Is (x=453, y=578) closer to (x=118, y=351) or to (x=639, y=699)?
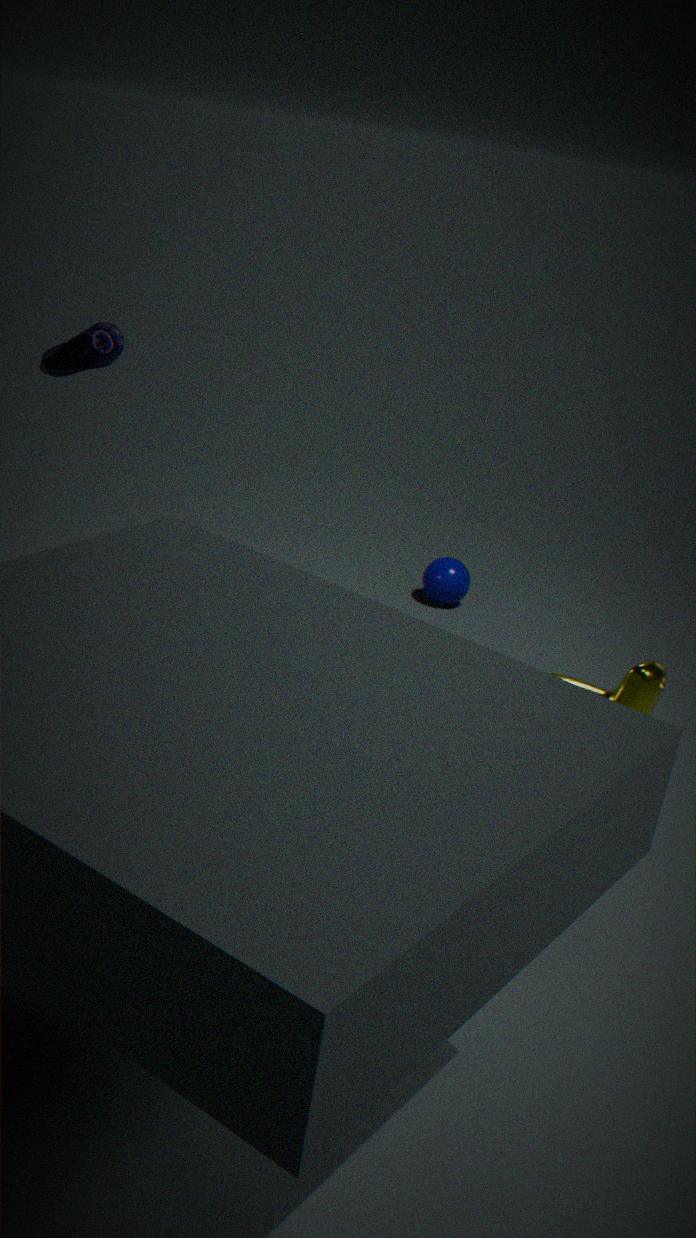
(x=118, y=351)
